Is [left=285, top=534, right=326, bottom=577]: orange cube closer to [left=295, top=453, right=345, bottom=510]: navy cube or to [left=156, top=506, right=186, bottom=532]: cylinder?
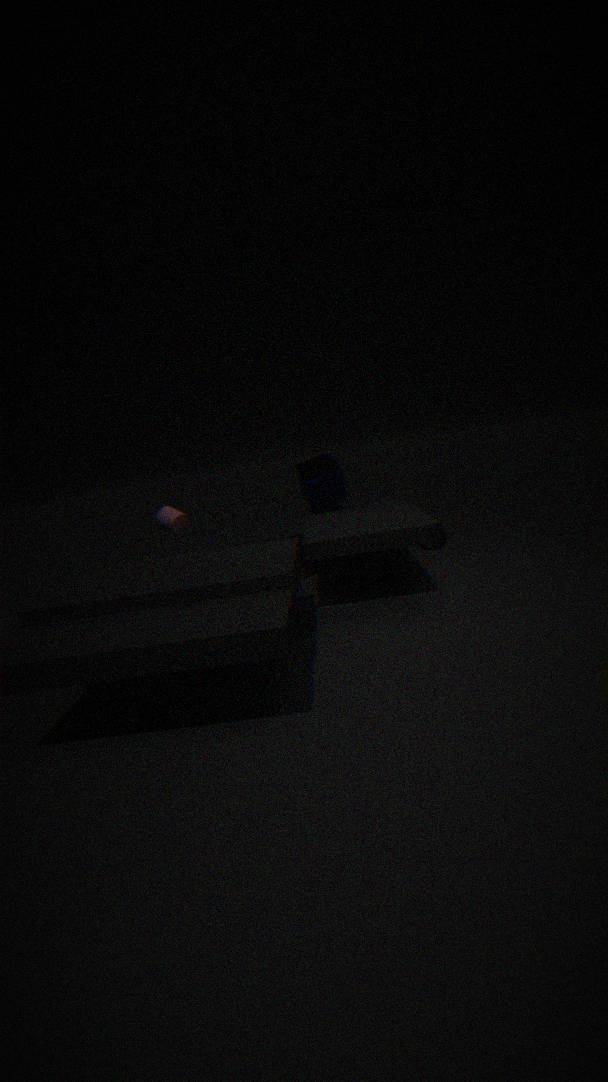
[left=295, top=453, right=345, bottom=510]: navy cube
